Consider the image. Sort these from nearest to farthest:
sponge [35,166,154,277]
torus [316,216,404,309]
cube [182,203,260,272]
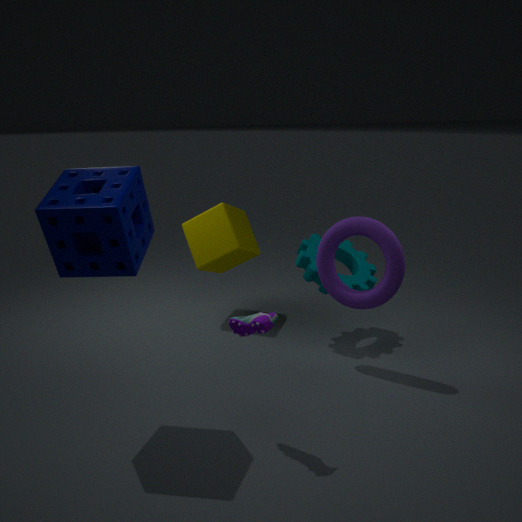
sponge [35,166,154,277]
torus [316,216,404,309]
cube [182,203,260,272]
